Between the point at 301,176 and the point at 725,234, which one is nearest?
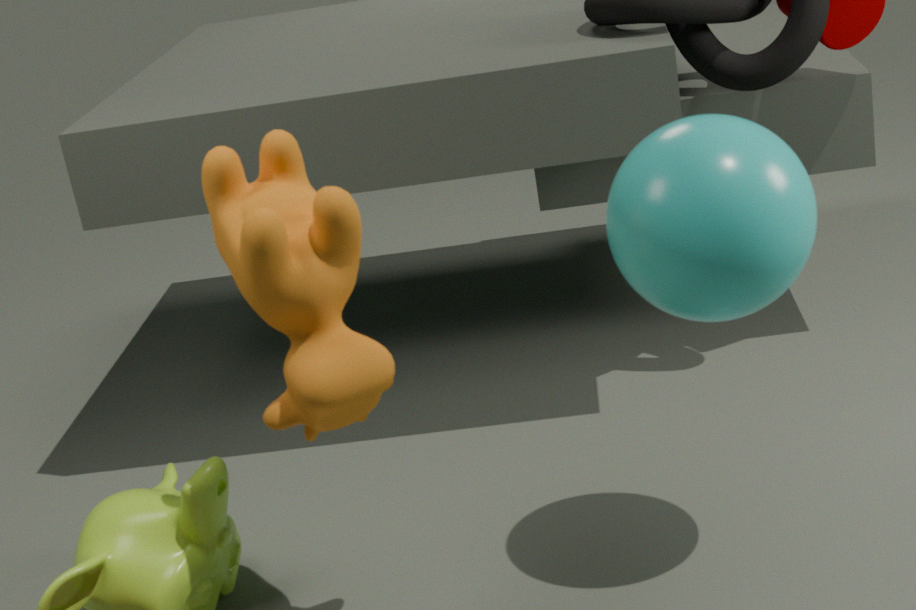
the point at 725,234
